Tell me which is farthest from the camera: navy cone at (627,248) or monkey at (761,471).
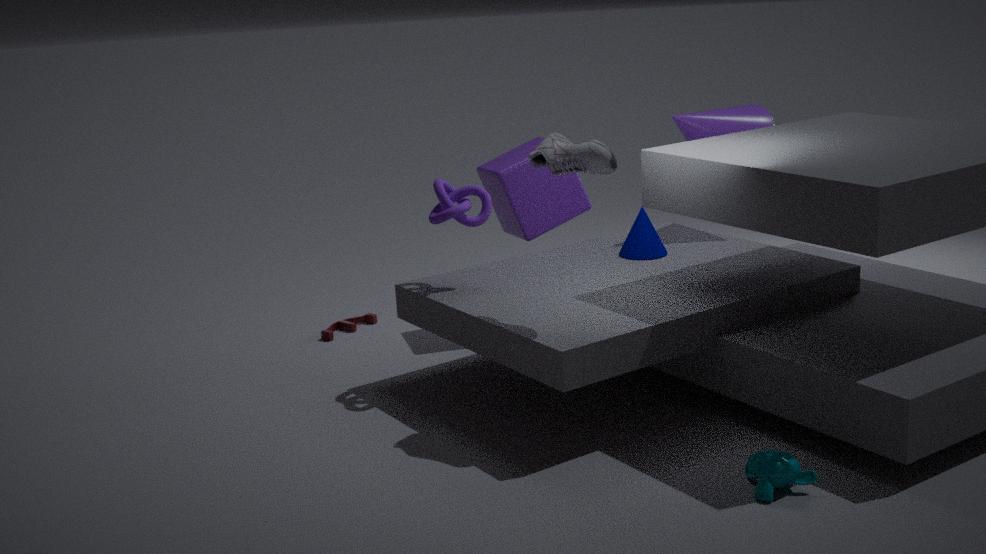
navy cone at (627,248)
